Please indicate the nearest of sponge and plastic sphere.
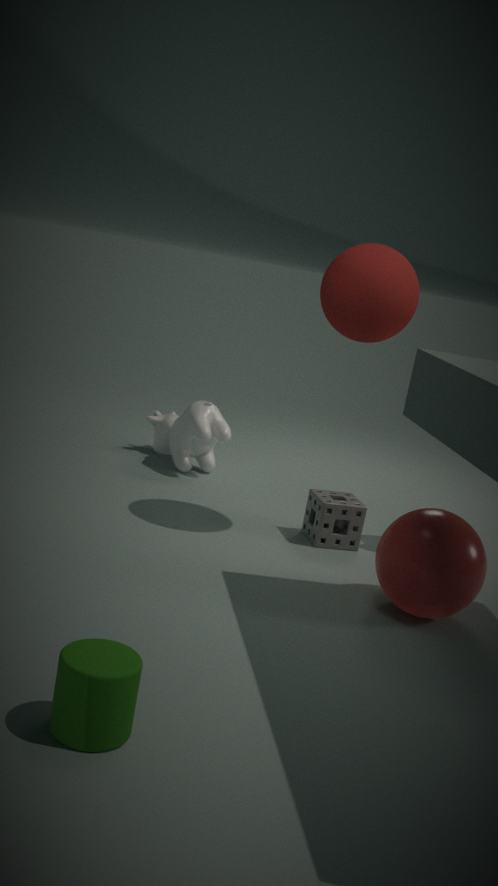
plastic sphere
